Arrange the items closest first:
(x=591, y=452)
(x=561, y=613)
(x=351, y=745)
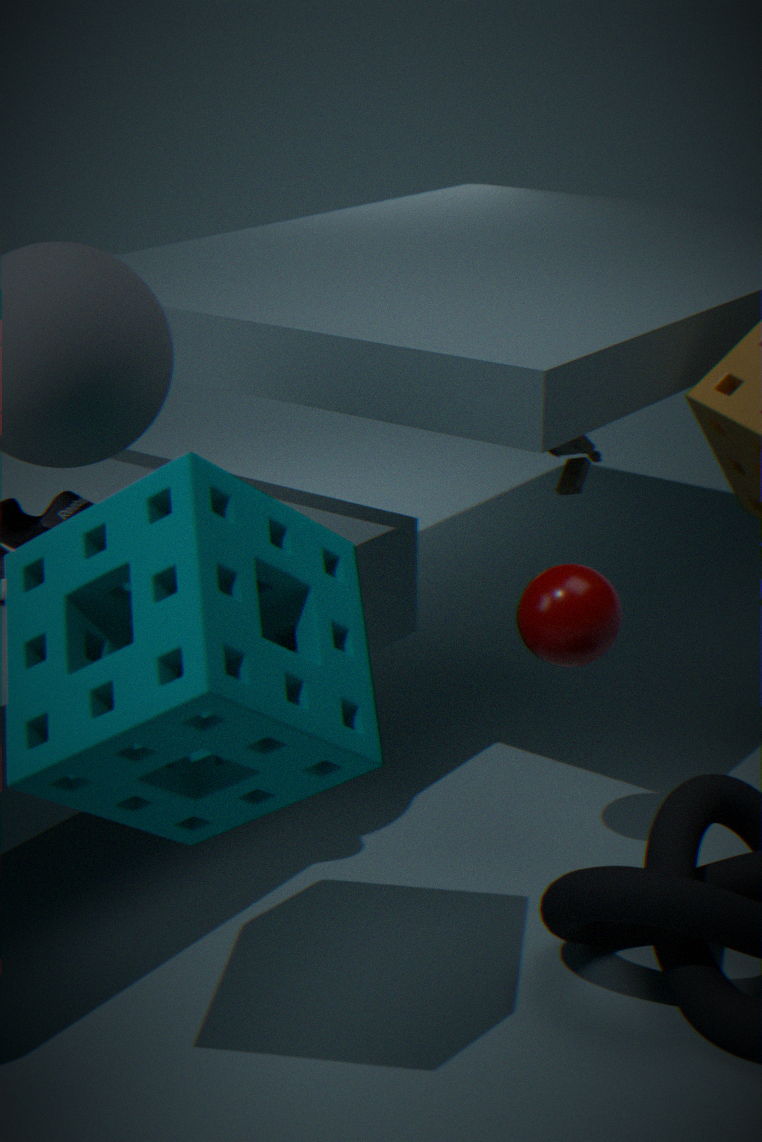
(x=351, y=745) → (x=561, y=613) → (x=591, y=452)
